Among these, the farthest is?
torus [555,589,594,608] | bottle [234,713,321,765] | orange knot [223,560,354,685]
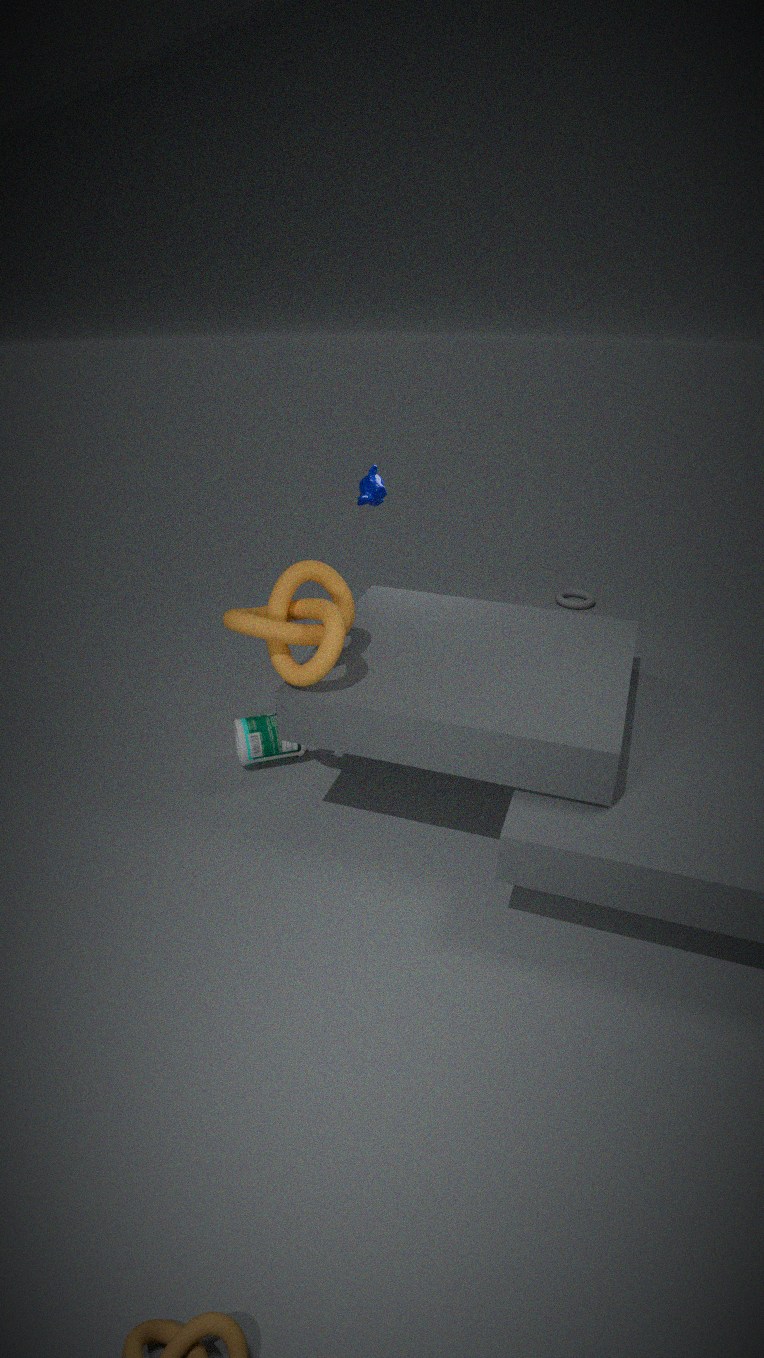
torus [555,589,594,608]
